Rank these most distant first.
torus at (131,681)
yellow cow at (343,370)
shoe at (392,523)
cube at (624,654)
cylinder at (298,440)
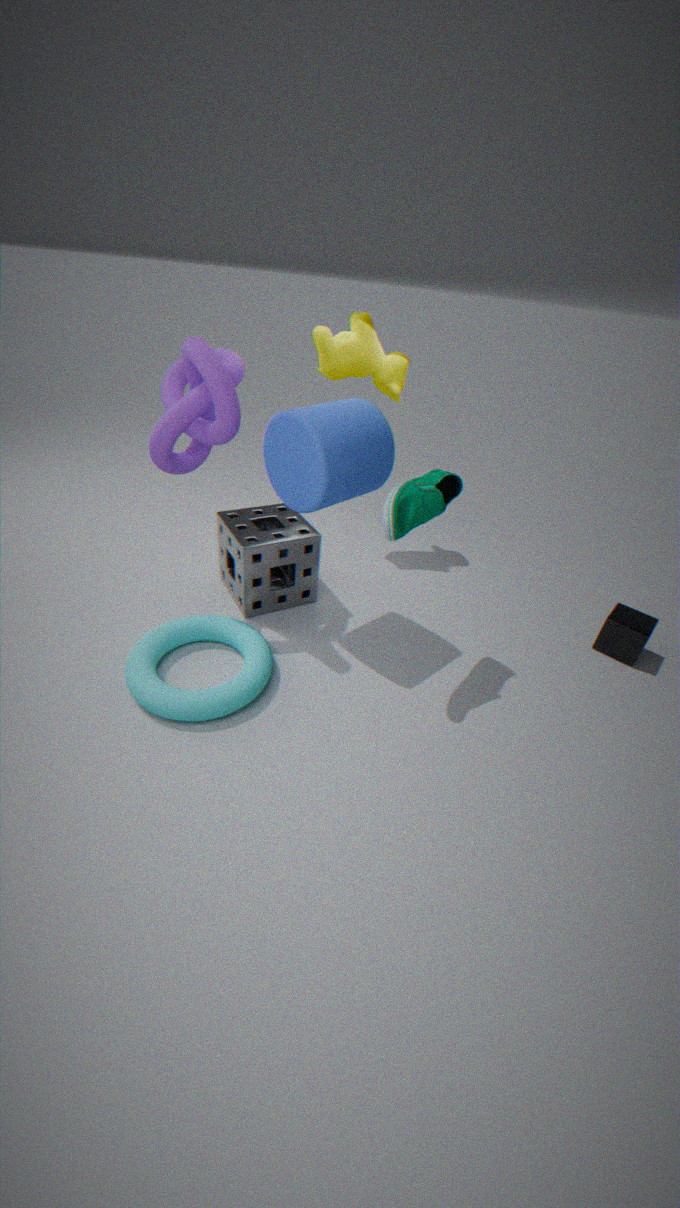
yellow cow at (343,370), cube at (624,654), torus at (131,681), cylinder at (298,440), shoe at (392,523)
